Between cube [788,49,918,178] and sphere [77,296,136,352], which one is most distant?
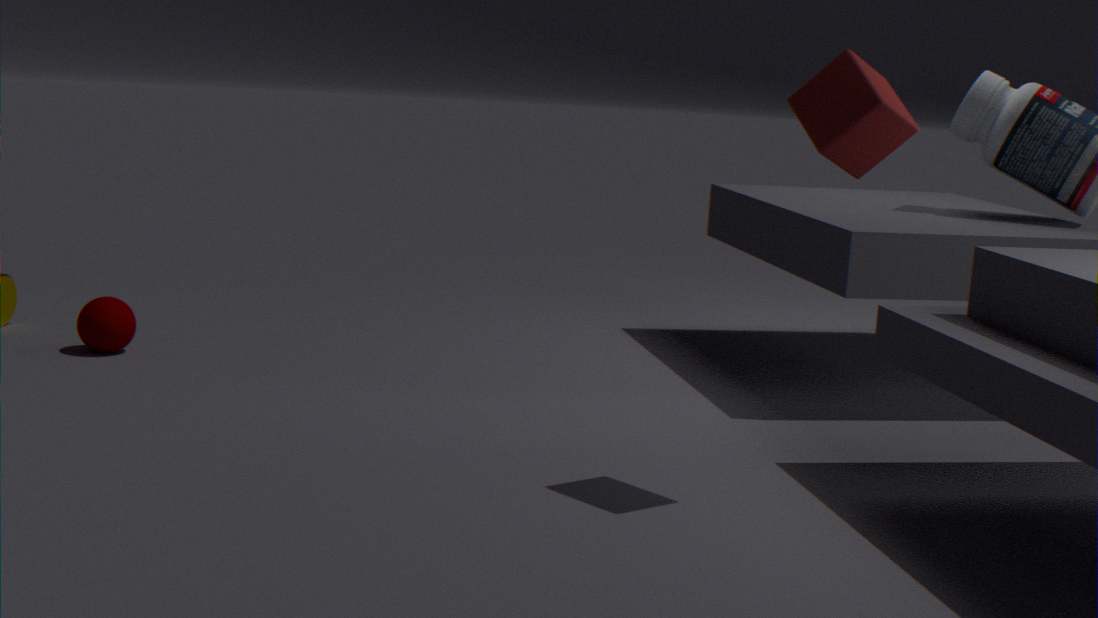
sphere [77,296,136,352]
